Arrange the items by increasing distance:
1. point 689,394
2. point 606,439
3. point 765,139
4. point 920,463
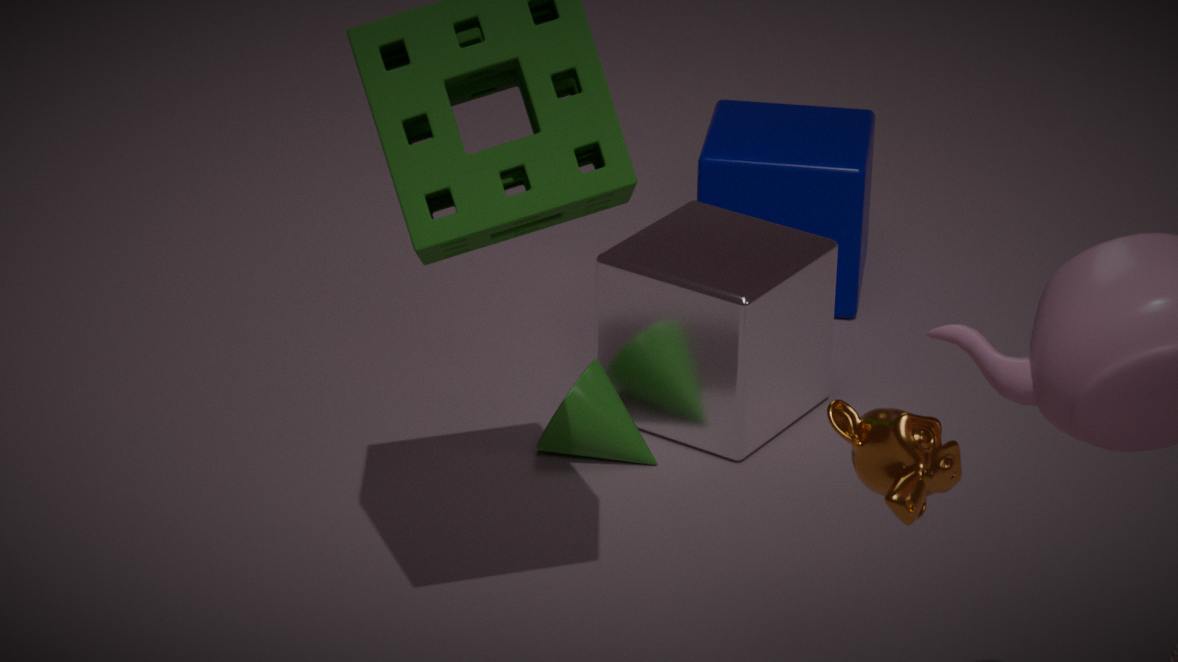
point 920,463, point 606,439, point 689,394, point 765,139
